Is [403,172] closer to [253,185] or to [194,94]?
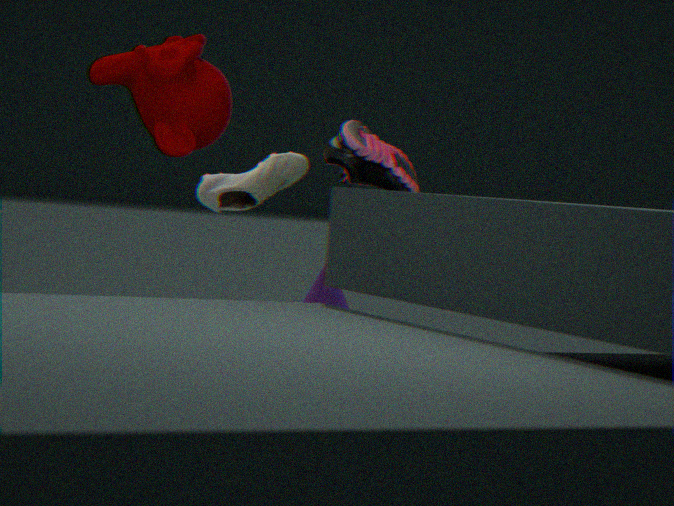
[253,185]
